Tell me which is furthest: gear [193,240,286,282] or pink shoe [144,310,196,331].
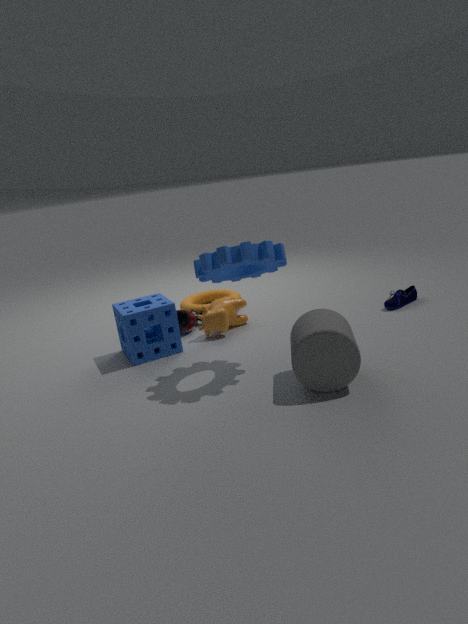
pink shoe [144,310,196,331]
